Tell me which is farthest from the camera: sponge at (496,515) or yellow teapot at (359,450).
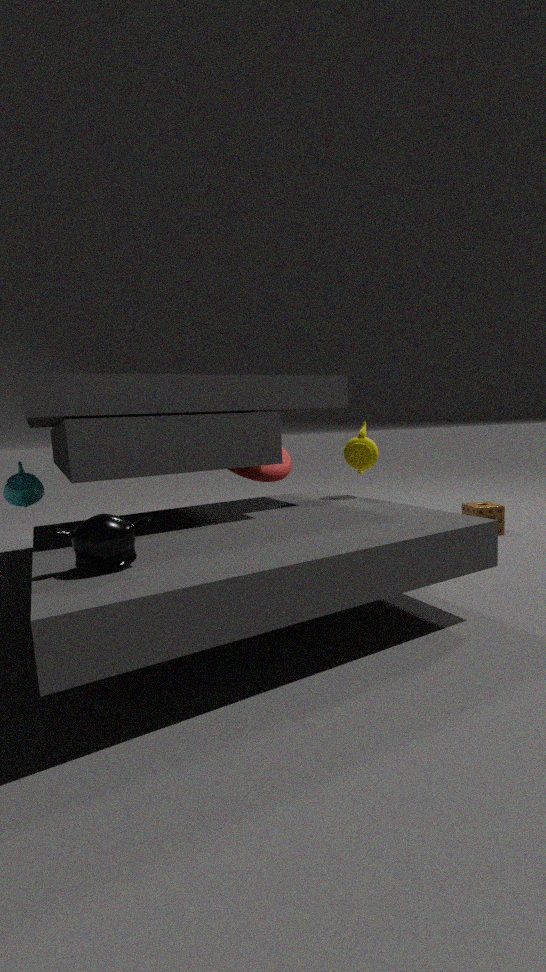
sponge at (496,515)
